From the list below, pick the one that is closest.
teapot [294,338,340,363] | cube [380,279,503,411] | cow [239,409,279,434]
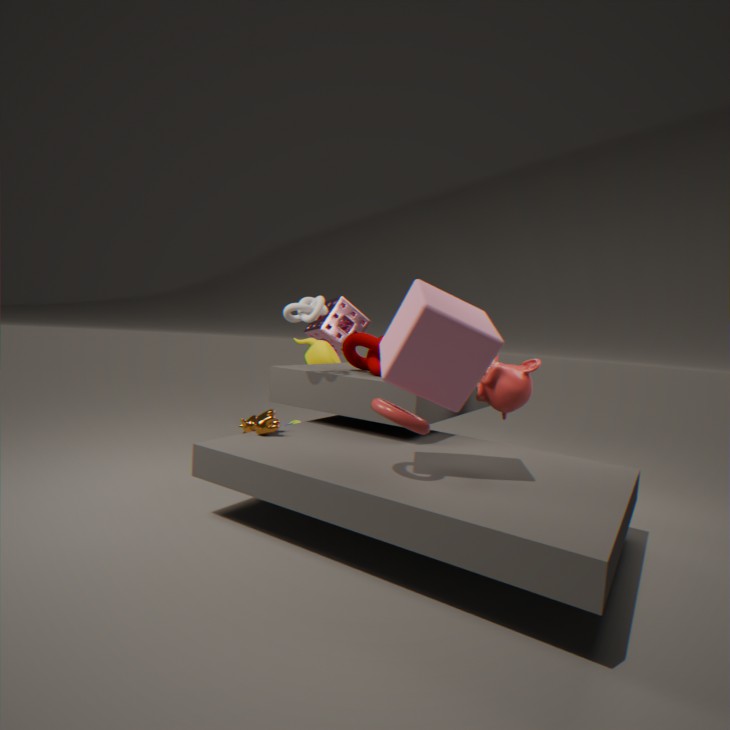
cube [380,279,503,411]
